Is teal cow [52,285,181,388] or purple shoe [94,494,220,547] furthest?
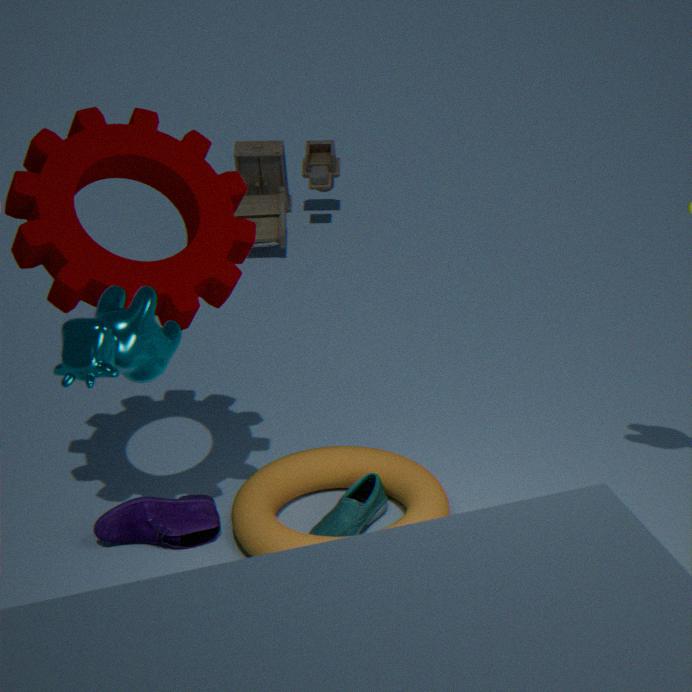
purple shoe [94,494,220,547]
